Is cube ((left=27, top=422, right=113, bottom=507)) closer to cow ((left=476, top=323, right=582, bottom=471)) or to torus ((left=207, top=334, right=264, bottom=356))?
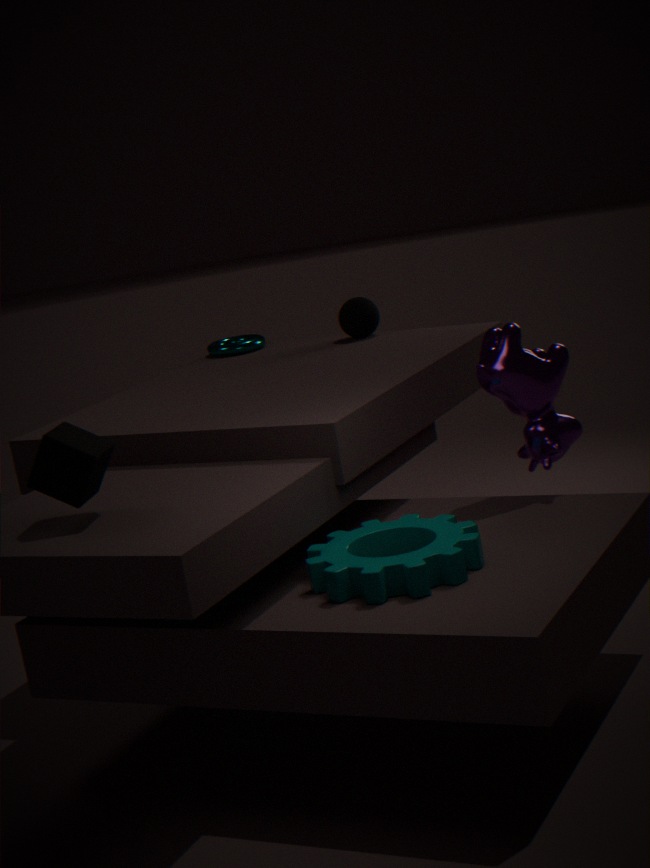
cow ((left=476, top=323, right=582, bottom=471))
